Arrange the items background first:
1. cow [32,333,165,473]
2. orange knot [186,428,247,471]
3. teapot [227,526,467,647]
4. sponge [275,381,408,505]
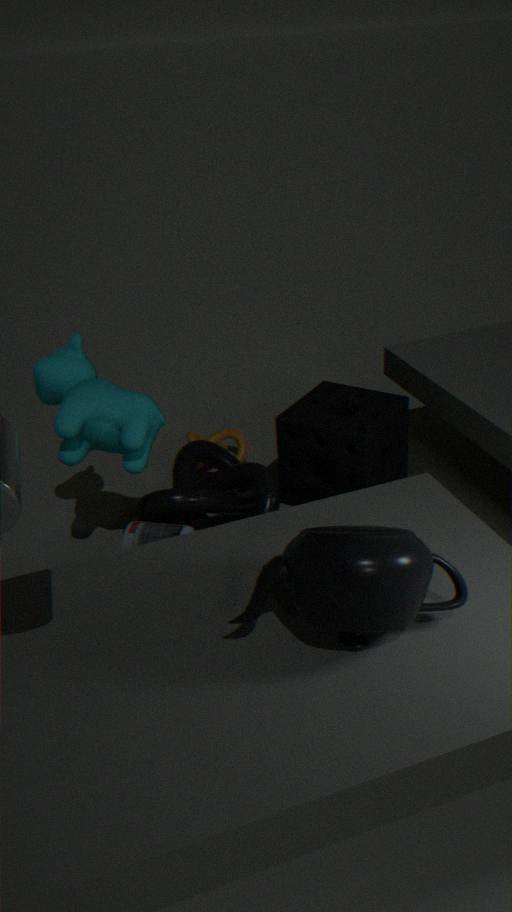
orange knot [186,428,247,471], sponge [275,381,408,505], cow [32,333,165,473], teapot [227,526,467,647]
